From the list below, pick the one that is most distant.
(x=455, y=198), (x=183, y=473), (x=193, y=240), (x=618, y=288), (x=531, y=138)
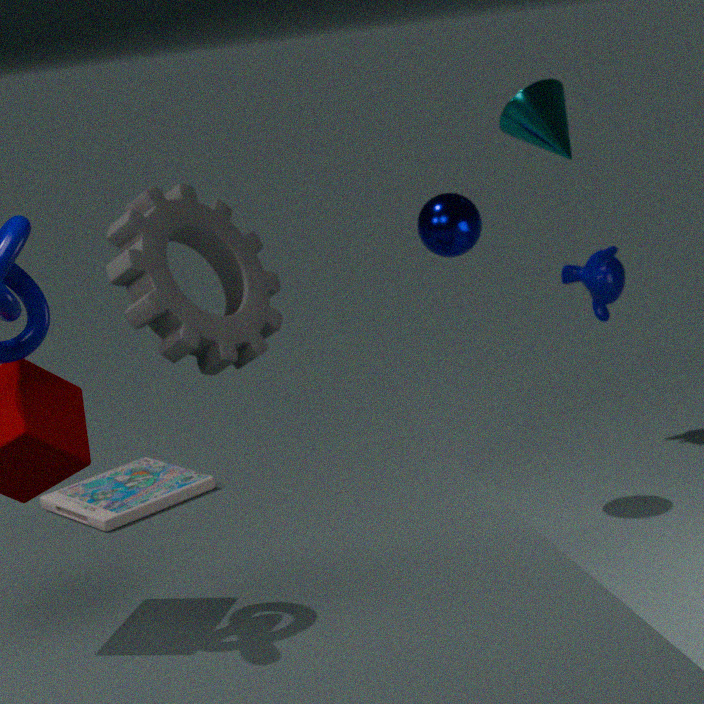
(x=618, y=288)
